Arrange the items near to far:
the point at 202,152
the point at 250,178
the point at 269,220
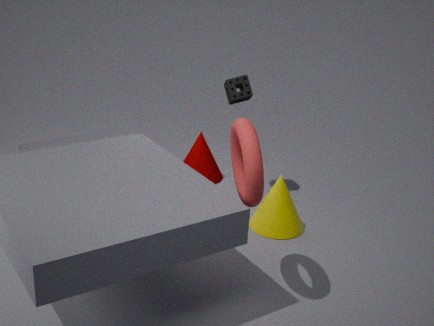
the point at 250,178, the point at 269,220, the point at 202,152
